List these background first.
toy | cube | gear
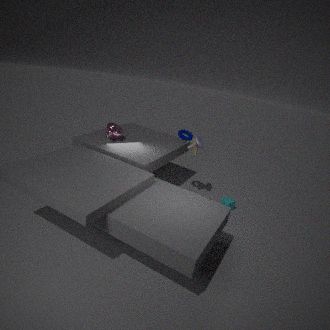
cube, gear, toy
